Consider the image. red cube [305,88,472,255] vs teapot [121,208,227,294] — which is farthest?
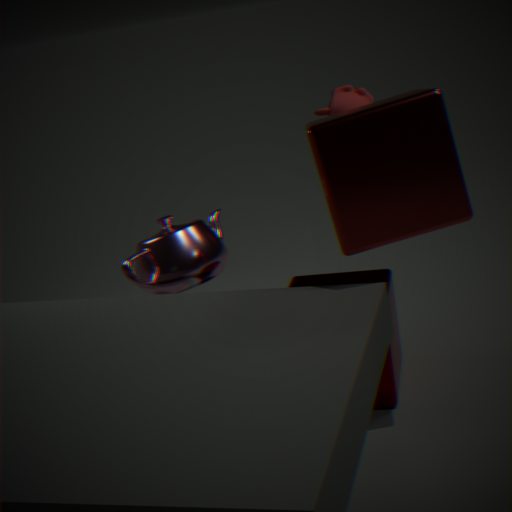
teapot [121,208,227,294]
